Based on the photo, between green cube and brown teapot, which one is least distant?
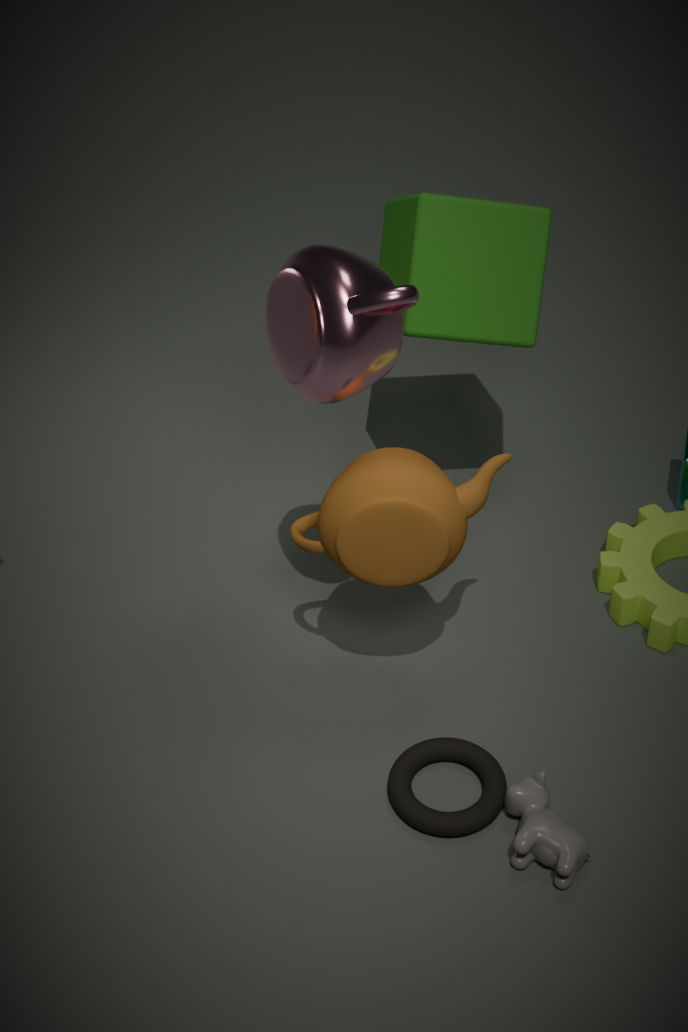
brown teapot
